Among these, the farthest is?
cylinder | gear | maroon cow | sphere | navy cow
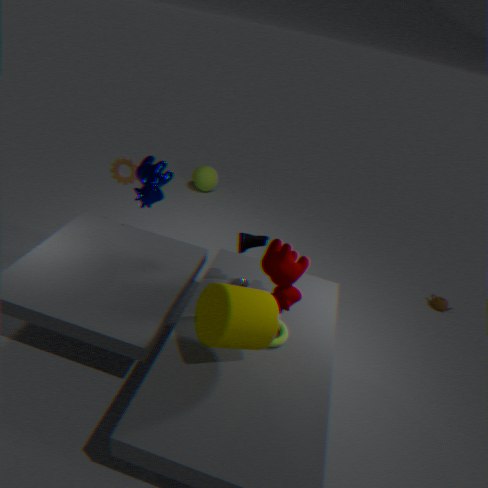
sphere
